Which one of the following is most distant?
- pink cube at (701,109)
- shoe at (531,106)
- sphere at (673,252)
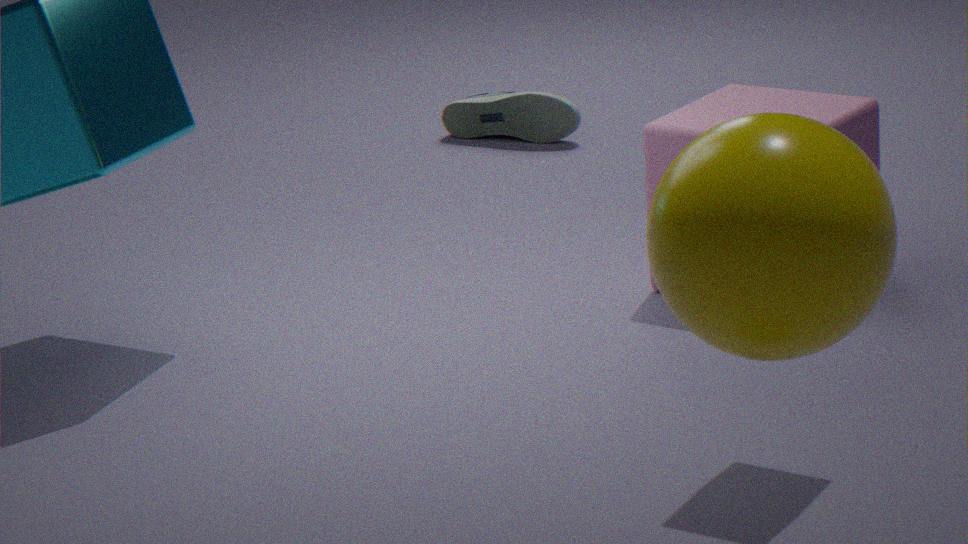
shoe at (531,106)
